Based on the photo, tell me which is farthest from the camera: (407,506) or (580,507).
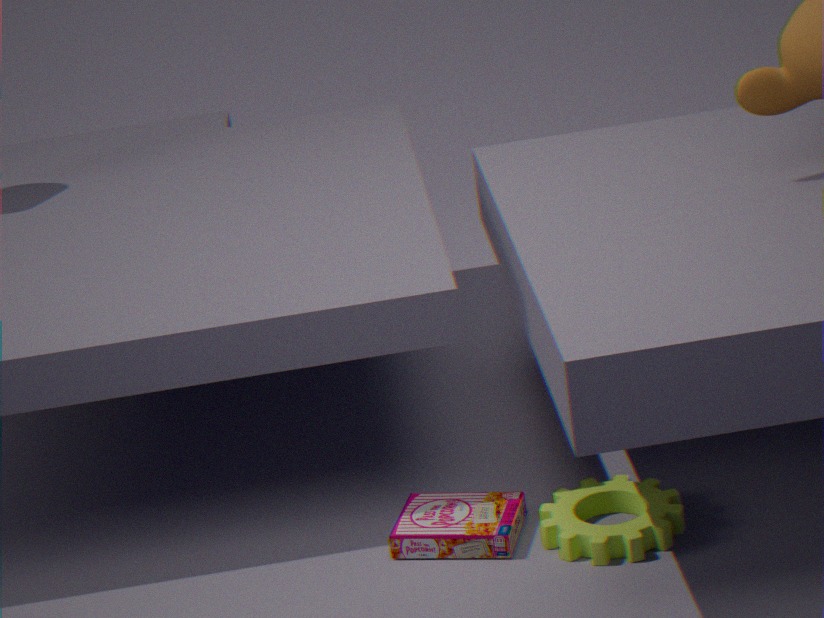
(407,506)
